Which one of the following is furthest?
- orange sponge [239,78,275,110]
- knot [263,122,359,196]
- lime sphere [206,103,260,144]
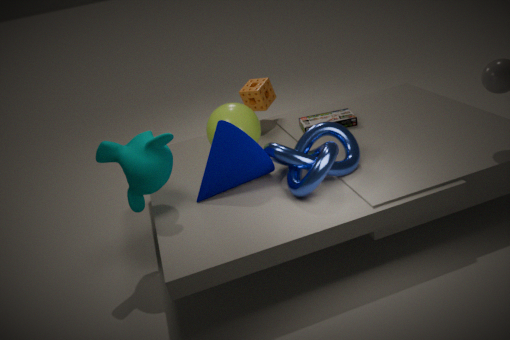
orange sponge [239,78,275,110]
